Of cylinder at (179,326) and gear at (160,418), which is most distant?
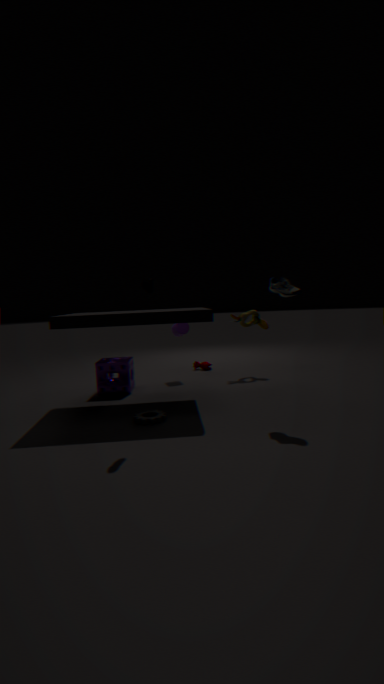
cylinder at (179,326)
